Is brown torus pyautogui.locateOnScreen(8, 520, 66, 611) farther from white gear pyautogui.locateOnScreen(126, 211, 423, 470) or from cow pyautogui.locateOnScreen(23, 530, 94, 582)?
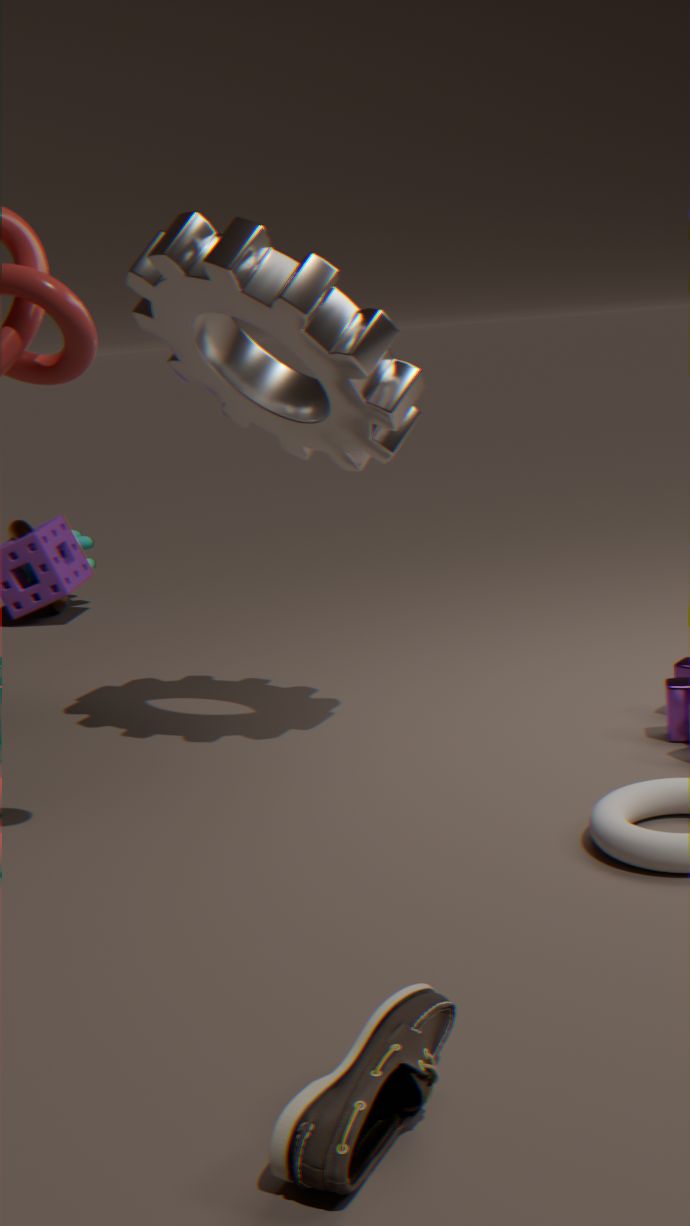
white gear pyautogui.locateOnScreen(126, 211, 423, 470)
